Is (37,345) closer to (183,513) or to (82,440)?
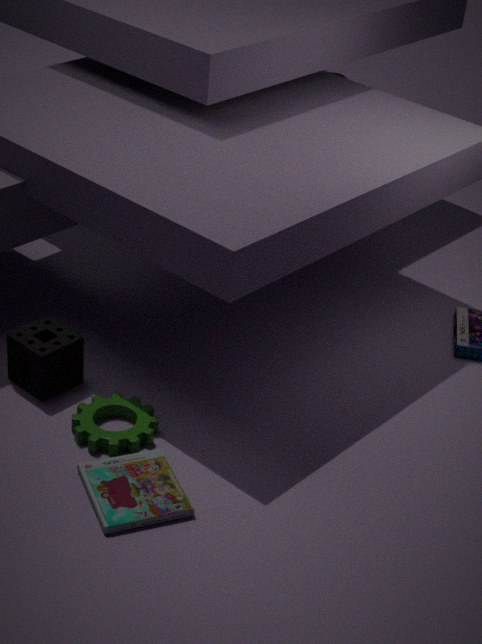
(82,440)
